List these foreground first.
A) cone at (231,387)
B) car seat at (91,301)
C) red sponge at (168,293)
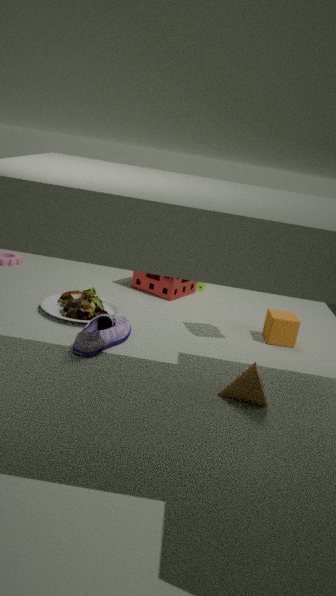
cone at (231,387) < car seat at (91,301) < red sponge at (168,293)
